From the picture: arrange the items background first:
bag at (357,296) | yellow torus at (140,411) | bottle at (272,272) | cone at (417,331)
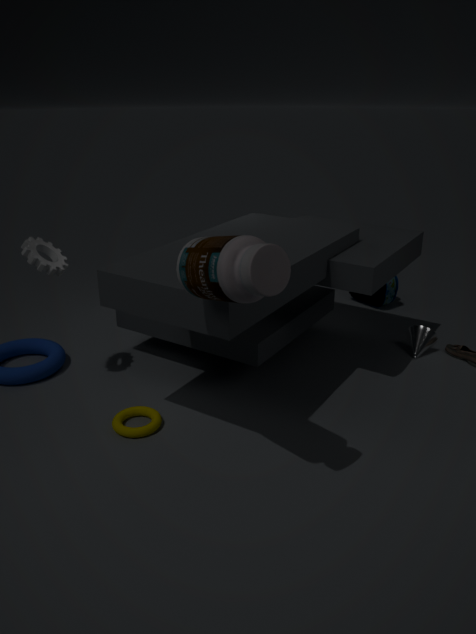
1. bag at (357,296)
2. cone at (417,331)
3. yellow torus at (140,411)
4. bottle at (272,272)
